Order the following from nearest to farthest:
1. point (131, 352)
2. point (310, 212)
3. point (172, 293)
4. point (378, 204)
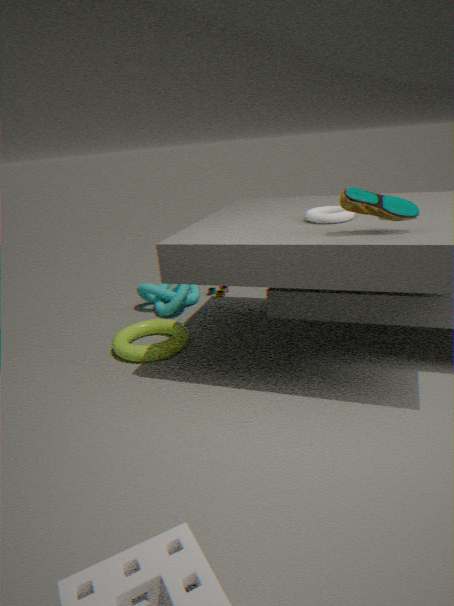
1. point (378, 204)
2. point (310, 212)
3. point (131, 352)
4. point (172, 293)
